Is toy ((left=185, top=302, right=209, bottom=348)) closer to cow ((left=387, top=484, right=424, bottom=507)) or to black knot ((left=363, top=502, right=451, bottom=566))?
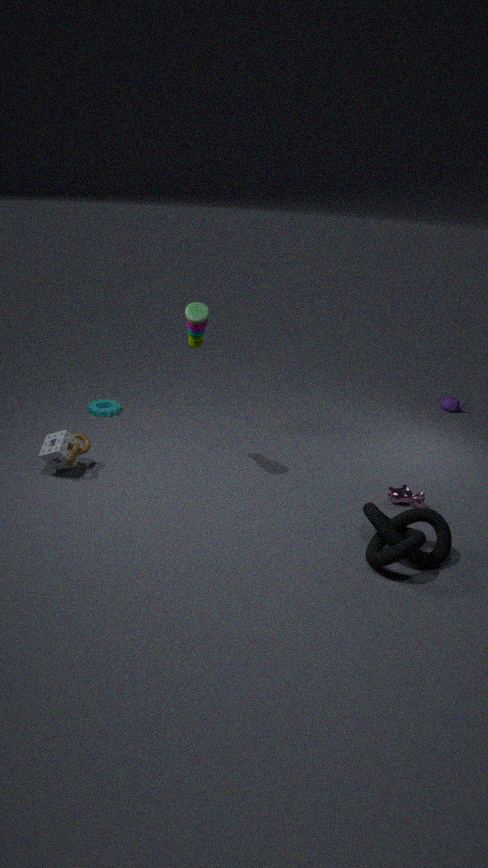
black knot ((left=363, top=502, right=451, bottom=566))
